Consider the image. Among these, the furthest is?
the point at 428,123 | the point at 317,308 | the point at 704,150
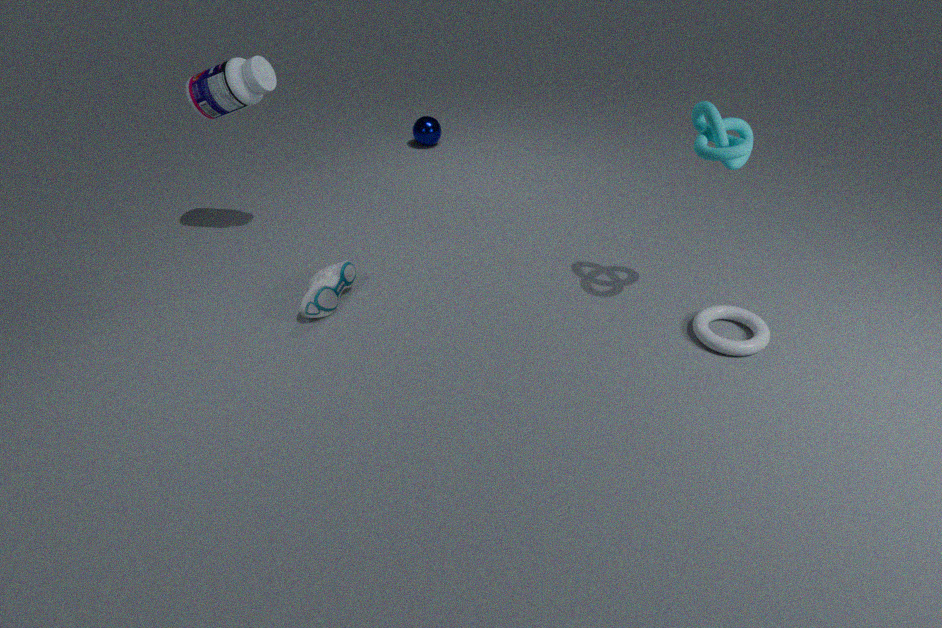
the point at 428,123
